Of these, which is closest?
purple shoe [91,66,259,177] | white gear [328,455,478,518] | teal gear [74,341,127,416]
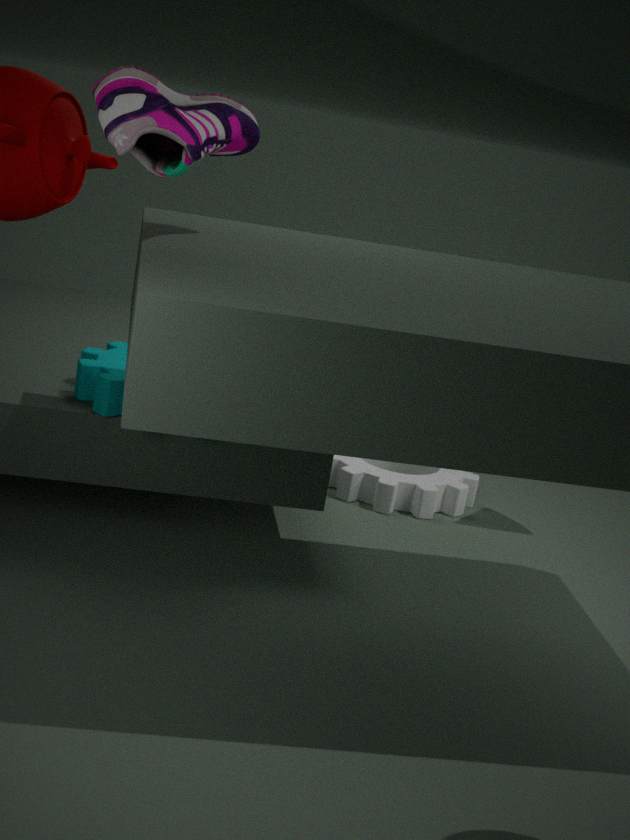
purple shoe [91,66,259,177]
